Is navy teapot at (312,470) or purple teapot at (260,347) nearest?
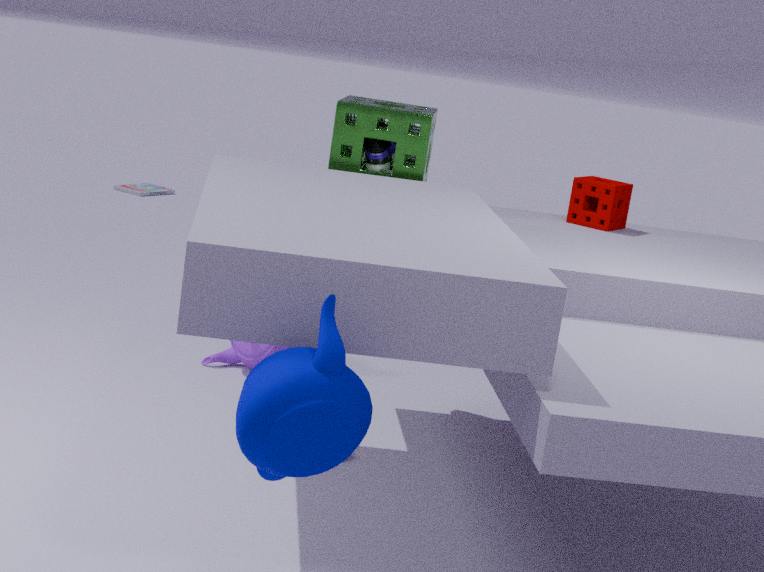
navy teapot at (312,470)
